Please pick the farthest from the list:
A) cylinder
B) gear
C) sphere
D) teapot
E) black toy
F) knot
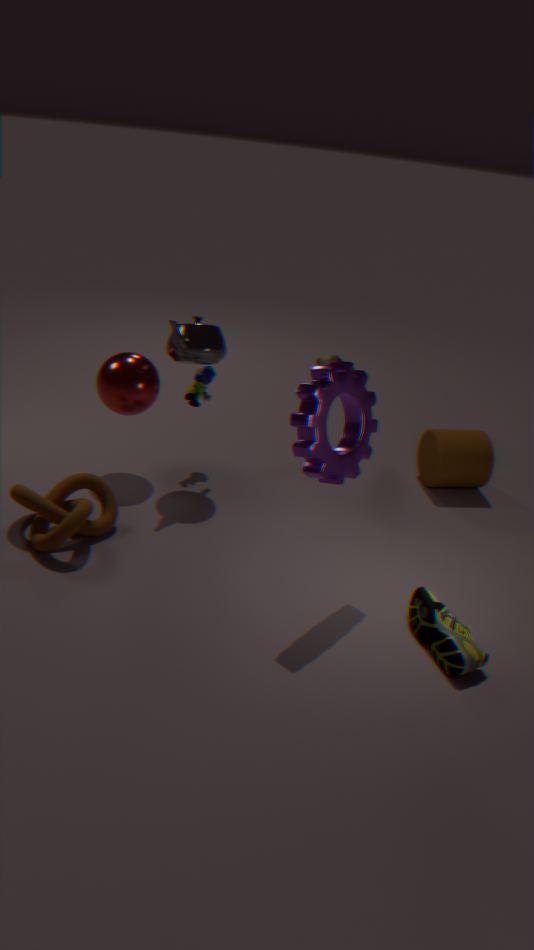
cylinder
